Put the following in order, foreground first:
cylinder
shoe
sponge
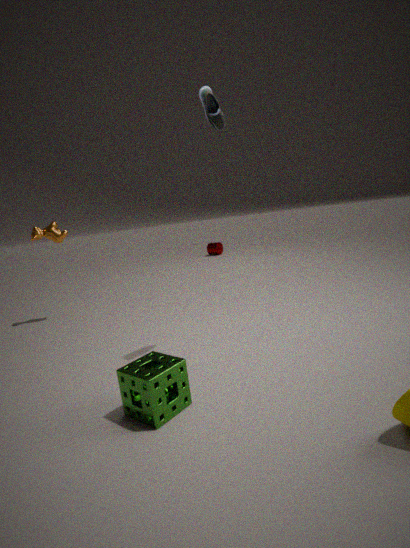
sponge < shoe < cylinder
